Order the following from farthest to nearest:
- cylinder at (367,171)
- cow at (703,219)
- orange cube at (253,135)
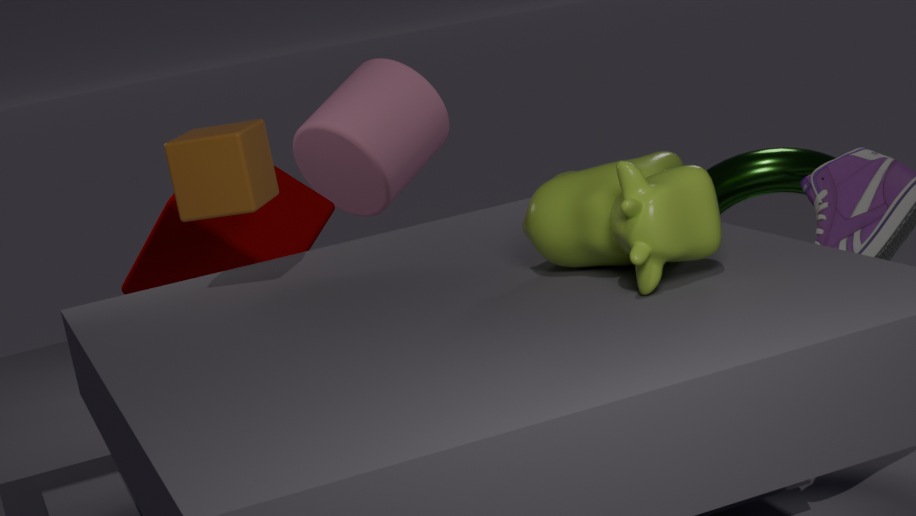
cylinder at (367,171)
orange cube at (253,135)
cow at (703,219)
